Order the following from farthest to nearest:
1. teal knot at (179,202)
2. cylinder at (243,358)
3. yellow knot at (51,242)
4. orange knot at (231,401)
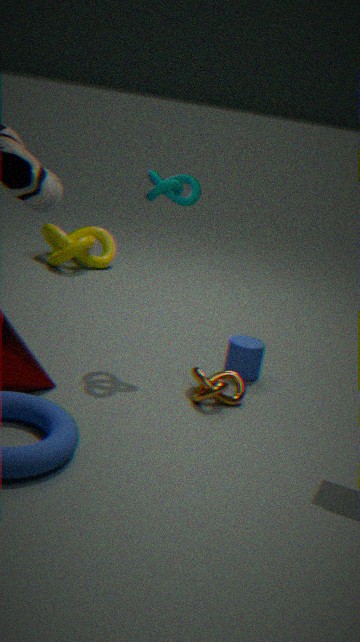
1. yellow knot at (51,242)
2. cylinder at (243,358)
3. teal knot at (179,202)
4. orange knot at (231,401)
